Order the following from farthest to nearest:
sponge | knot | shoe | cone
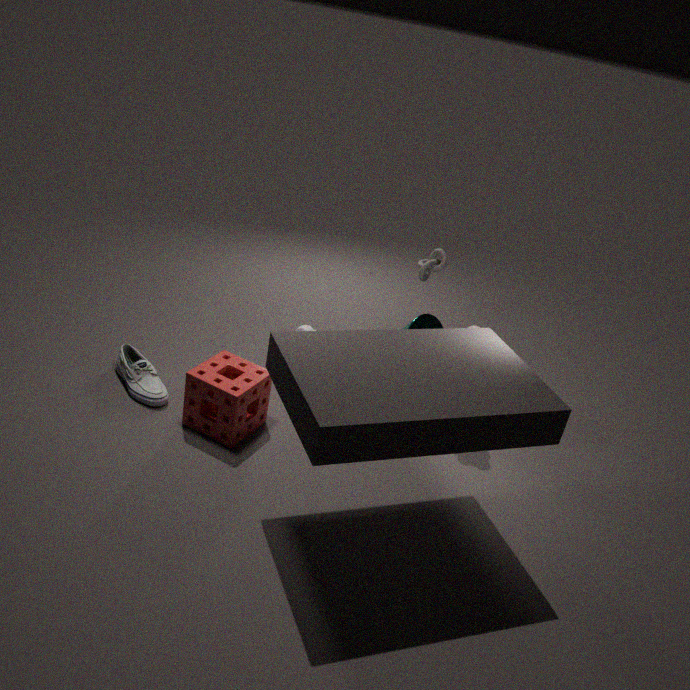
knot
cone
shoe
sponge
